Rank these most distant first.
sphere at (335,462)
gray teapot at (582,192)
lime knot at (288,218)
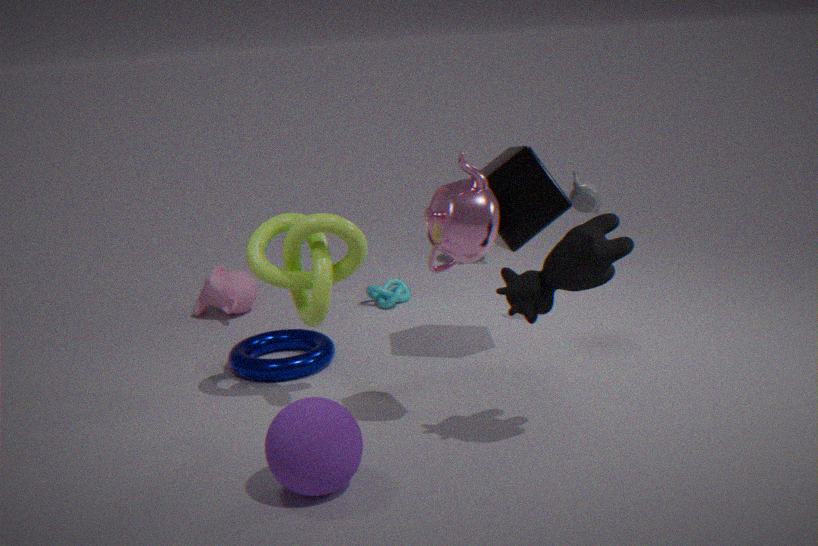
1. gray teapot at (582,192)
2. lime knot at (288,218)
3. sphere at (335,462)
